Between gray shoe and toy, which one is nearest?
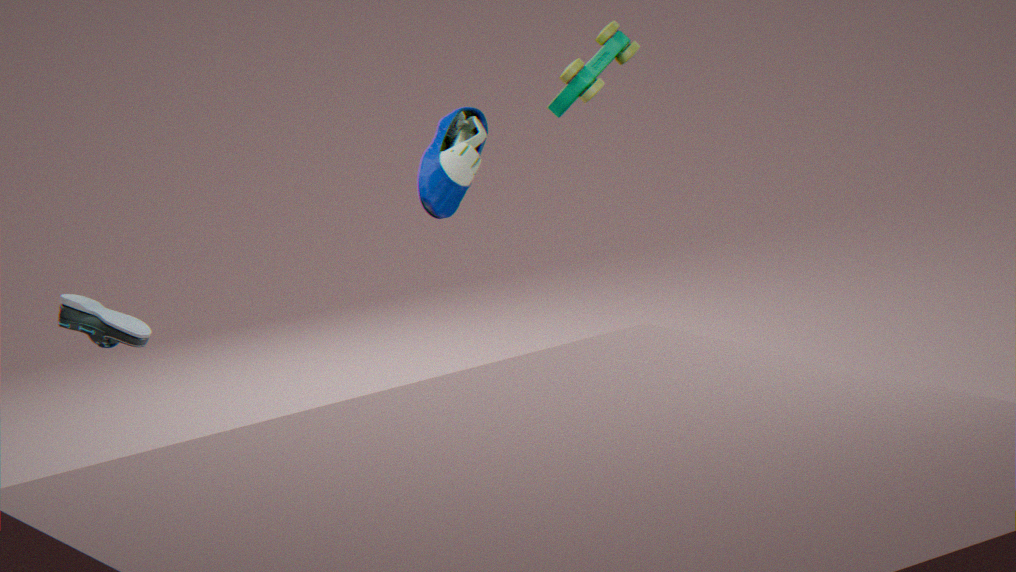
toy
